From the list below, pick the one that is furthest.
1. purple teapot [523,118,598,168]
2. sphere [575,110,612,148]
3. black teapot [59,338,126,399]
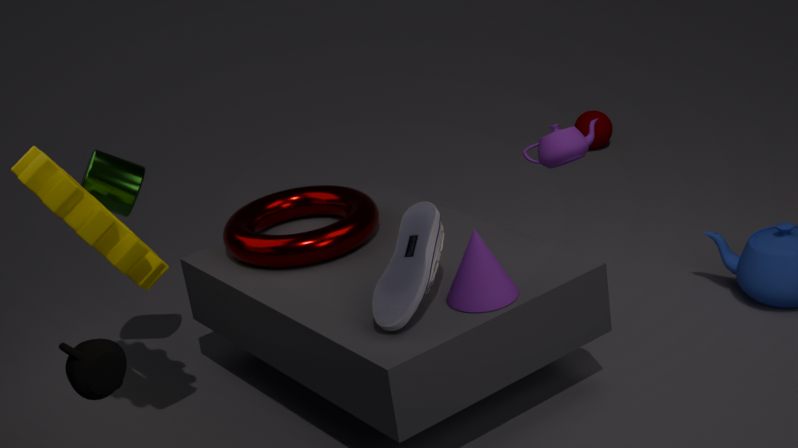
sphere [575,110,612,148]
